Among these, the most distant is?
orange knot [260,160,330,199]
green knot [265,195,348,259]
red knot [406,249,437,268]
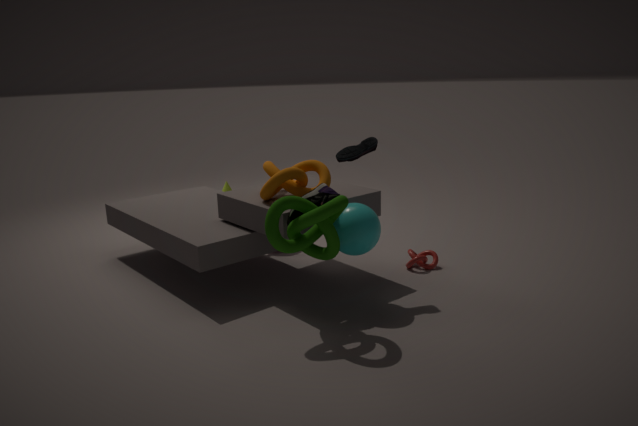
red knot [406,249,437,268]
